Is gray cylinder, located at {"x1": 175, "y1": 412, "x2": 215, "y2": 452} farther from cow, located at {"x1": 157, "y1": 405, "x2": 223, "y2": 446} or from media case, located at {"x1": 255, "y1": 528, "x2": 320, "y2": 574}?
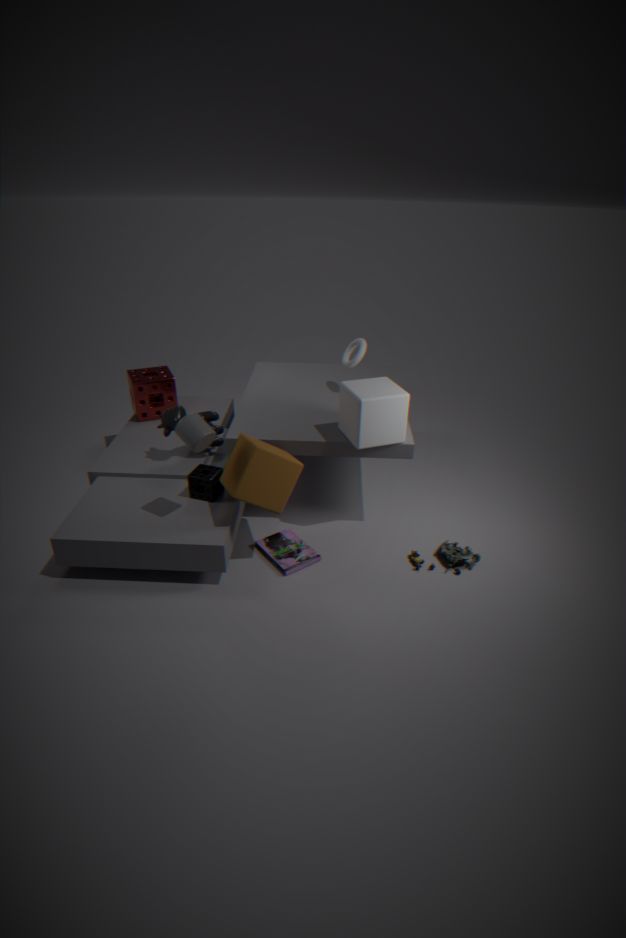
media case, located at {"x1": 255, "y1": 528, "x2": 320, "y2": 574}
